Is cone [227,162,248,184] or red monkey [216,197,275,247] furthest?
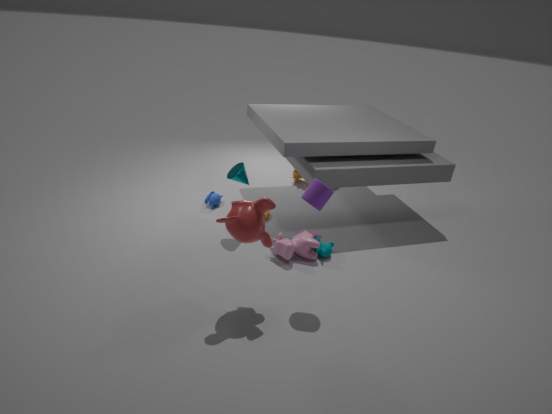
cone [227,162,248,184]
